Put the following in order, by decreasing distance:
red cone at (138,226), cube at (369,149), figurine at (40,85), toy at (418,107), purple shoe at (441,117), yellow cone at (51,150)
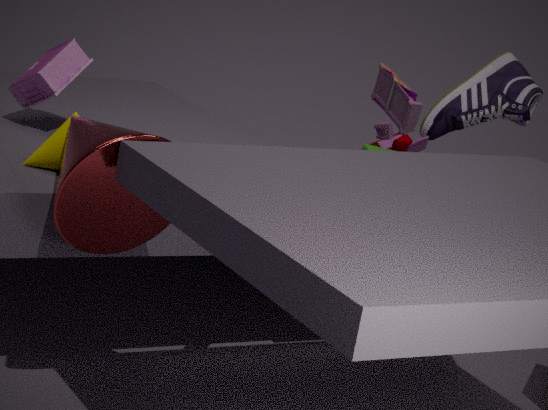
purple shoe at (441,117)
toy at (418,107)
cube at (369,149)
figurine at (40,85)
yellow cone at (51,150)
red cone at (138,226)
